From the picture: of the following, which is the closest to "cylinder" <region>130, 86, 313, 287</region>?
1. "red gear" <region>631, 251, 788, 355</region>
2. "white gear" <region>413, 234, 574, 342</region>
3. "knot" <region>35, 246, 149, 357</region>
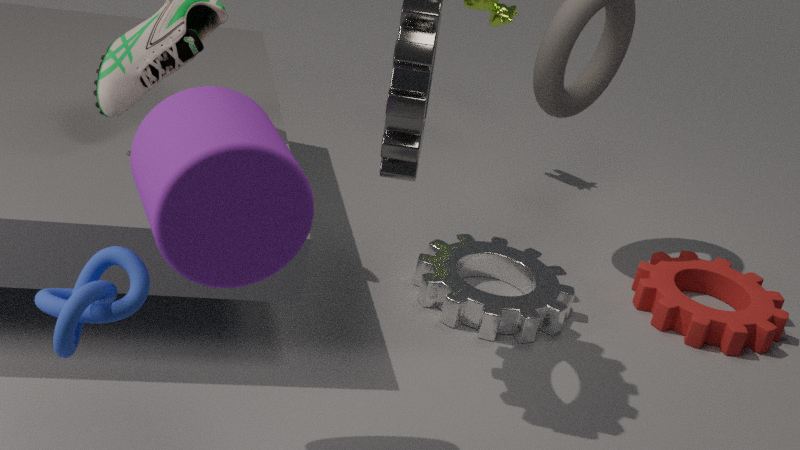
"knot" <region>35, 246, 149, 357</region>
